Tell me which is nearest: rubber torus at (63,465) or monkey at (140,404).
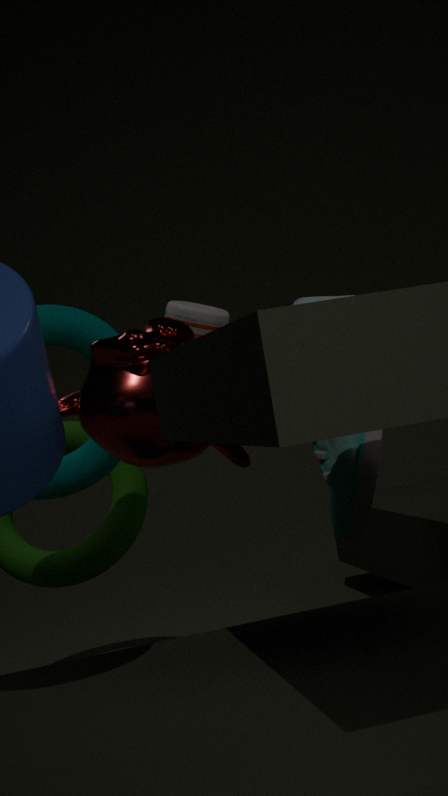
monkey at (140,404)
